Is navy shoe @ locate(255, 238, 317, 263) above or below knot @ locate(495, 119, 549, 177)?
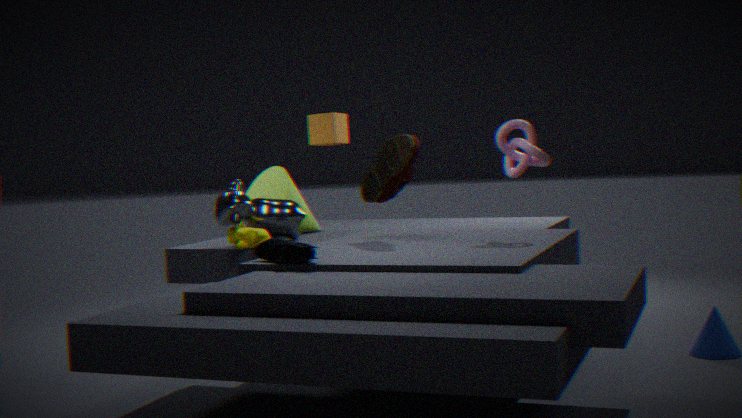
below
